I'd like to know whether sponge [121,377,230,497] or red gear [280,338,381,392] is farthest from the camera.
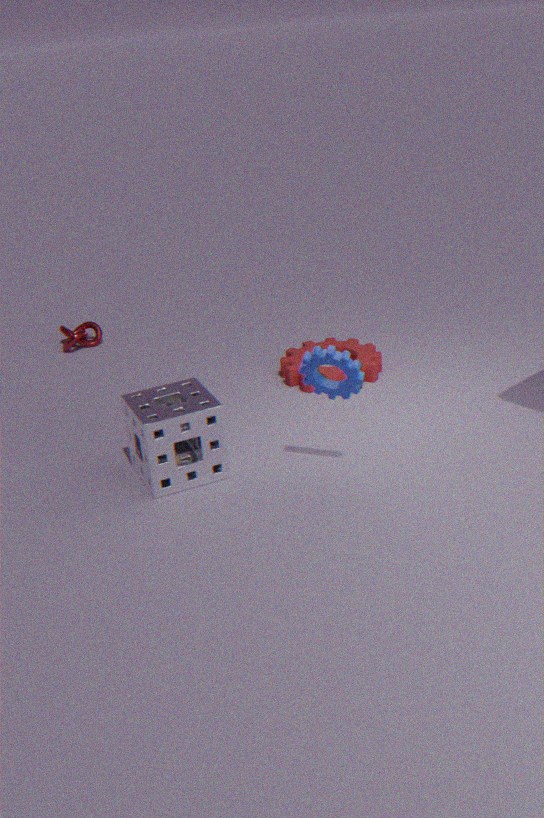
red gear [280,338,381,392]
